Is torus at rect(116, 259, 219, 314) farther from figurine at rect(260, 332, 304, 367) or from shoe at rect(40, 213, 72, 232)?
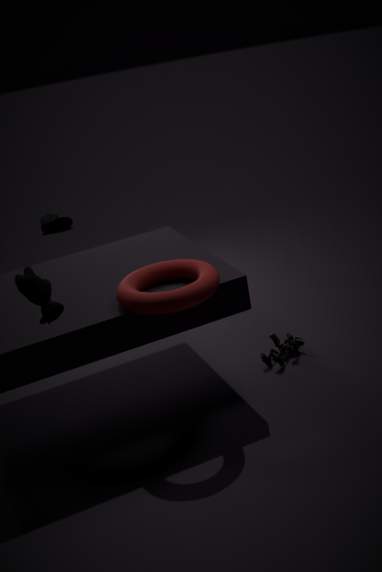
shoe at rect(40, 213, 72, 232)
